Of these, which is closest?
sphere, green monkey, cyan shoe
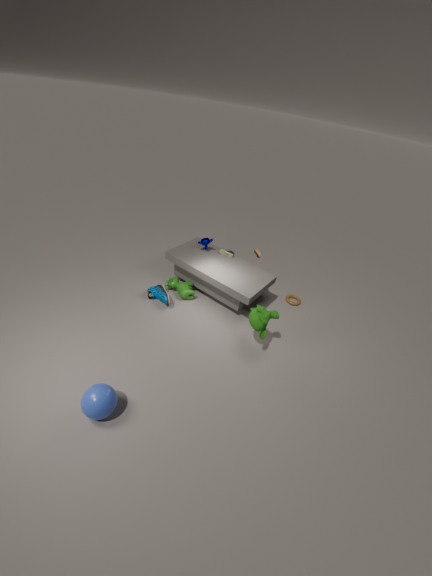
sphere
